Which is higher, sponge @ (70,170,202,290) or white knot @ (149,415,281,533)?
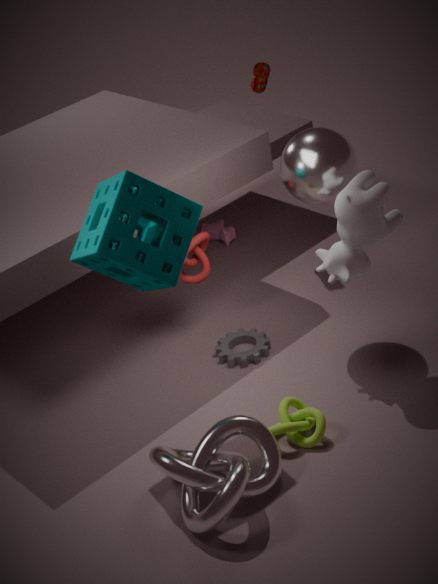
sponge @ (70,170,202,290)
